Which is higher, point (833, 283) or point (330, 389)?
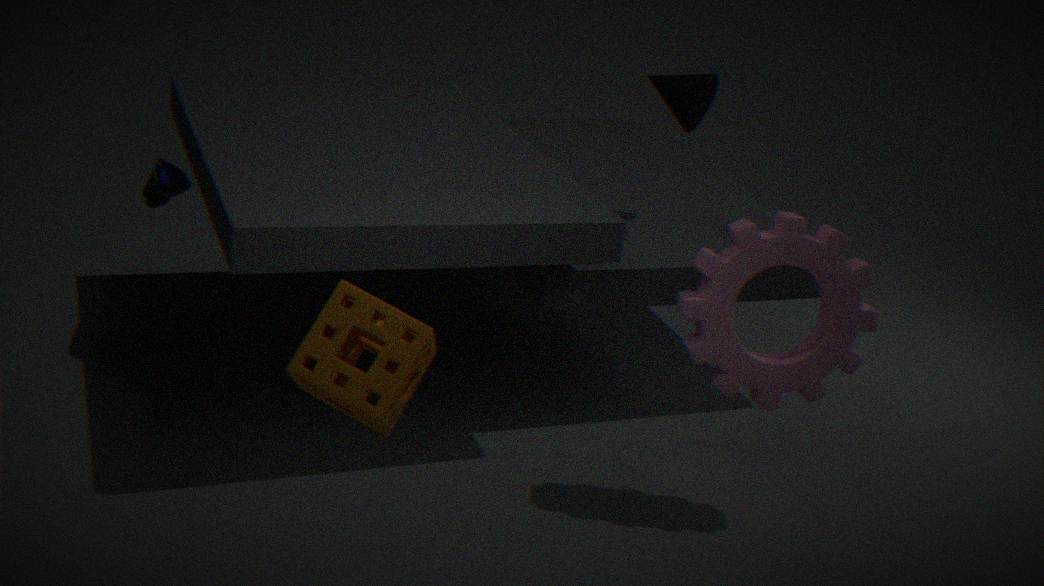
point (330, 389)
